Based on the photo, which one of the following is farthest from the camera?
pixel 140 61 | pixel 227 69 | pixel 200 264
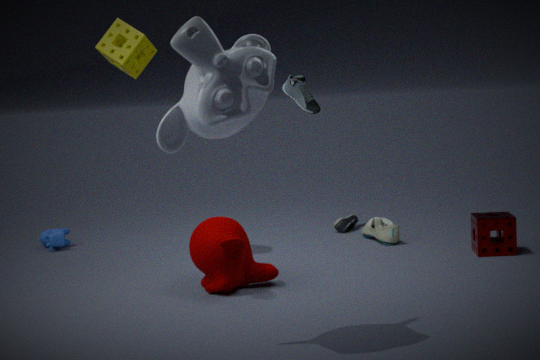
pixel 140 61
